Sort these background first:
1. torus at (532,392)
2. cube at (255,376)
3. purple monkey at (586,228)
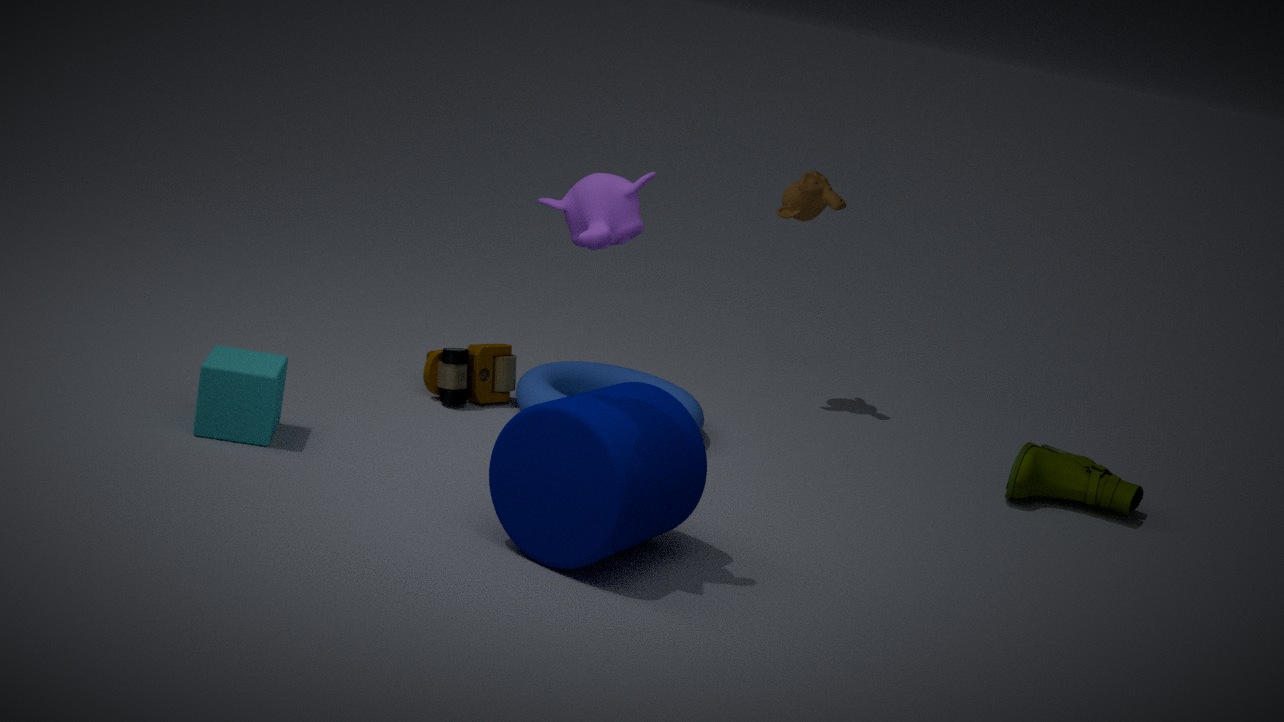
torus at (532,392) → cube at (255,376) → purple monkey at (586,228)
